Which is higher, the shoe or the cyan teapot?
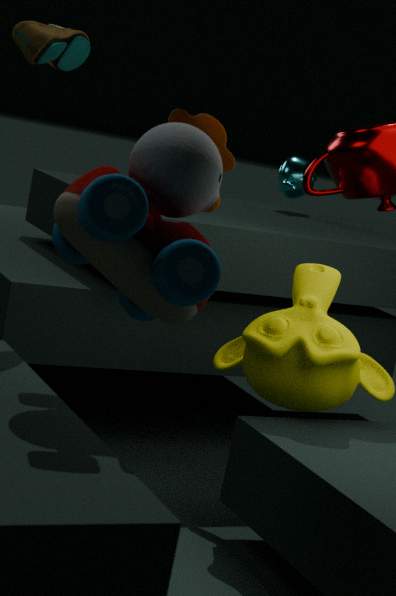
the shoe
